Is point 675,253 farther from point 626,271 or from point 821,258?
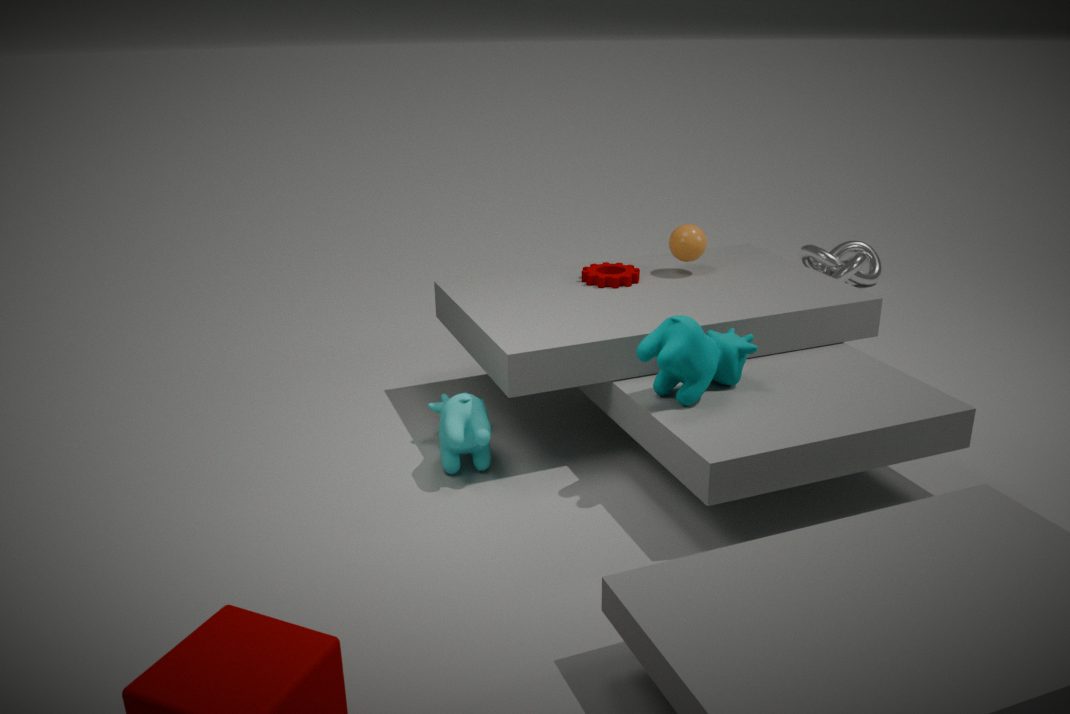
point 821,258
